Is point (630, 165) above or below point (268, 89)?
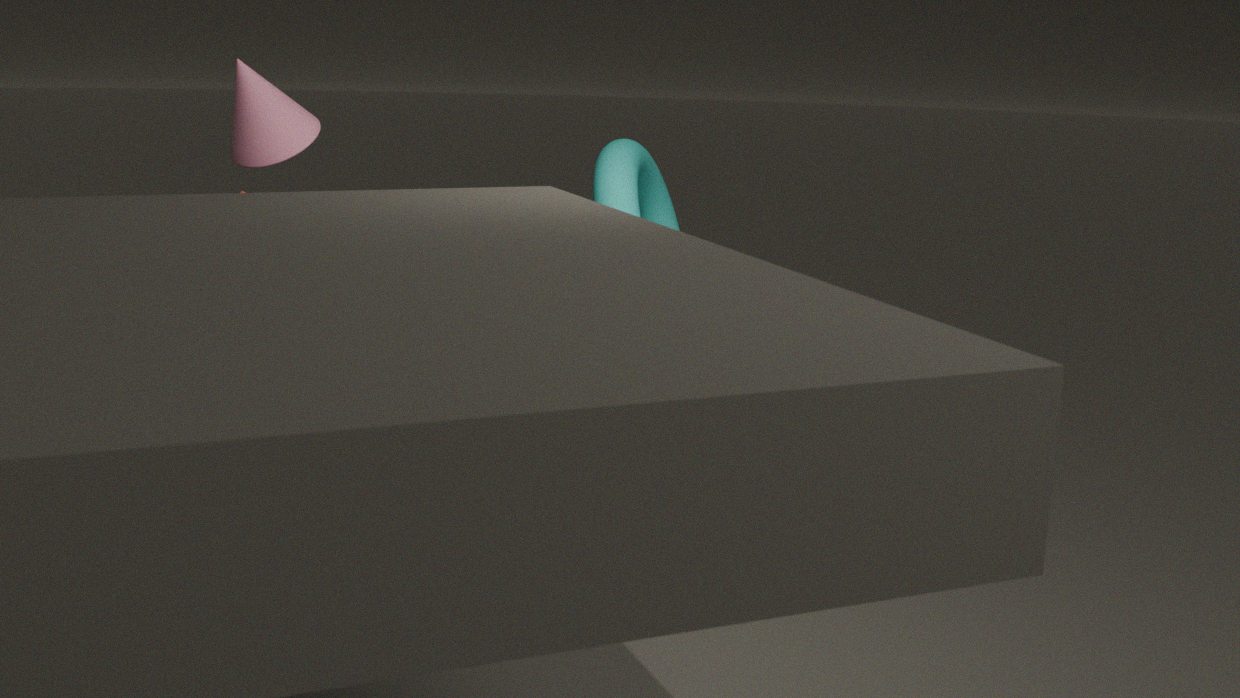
below
